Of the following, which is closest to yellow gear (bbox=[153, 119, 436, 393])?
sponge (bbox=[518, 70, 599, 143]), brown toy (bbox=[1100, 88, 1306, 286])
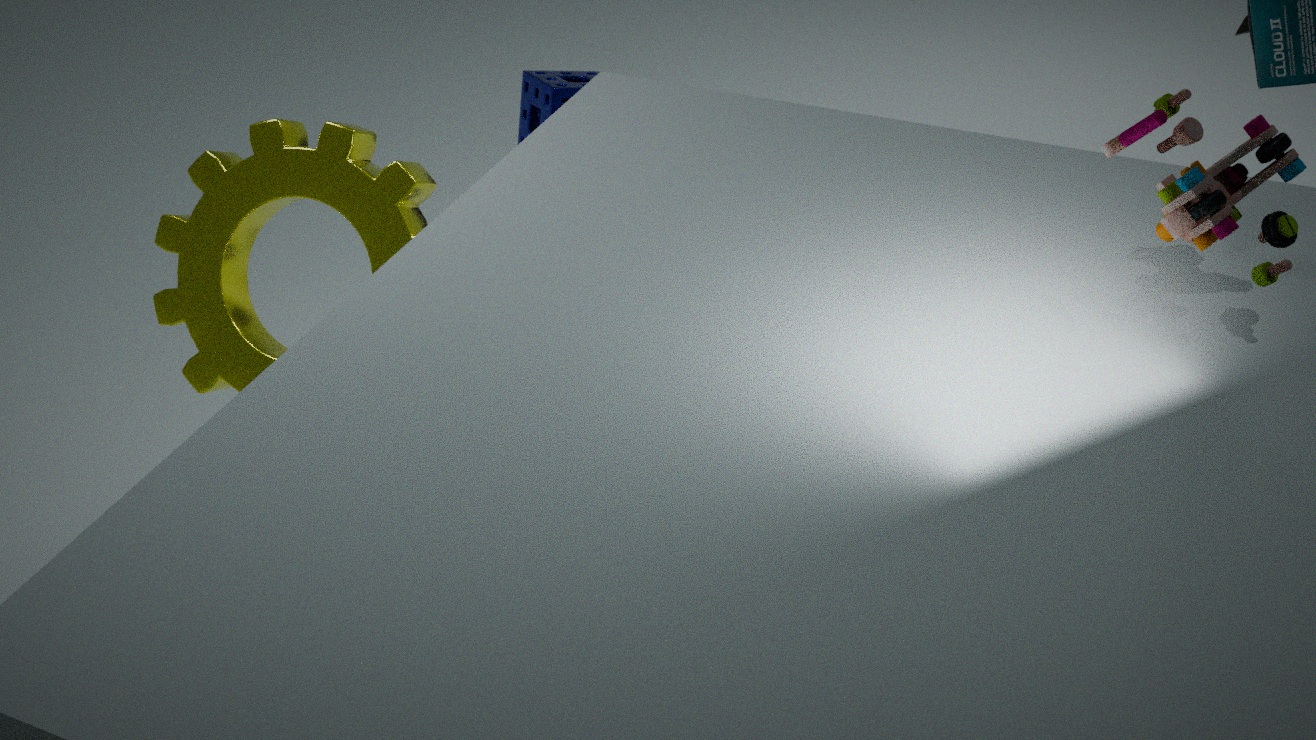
sponge (bbox=[518, 70, 599, 143])
